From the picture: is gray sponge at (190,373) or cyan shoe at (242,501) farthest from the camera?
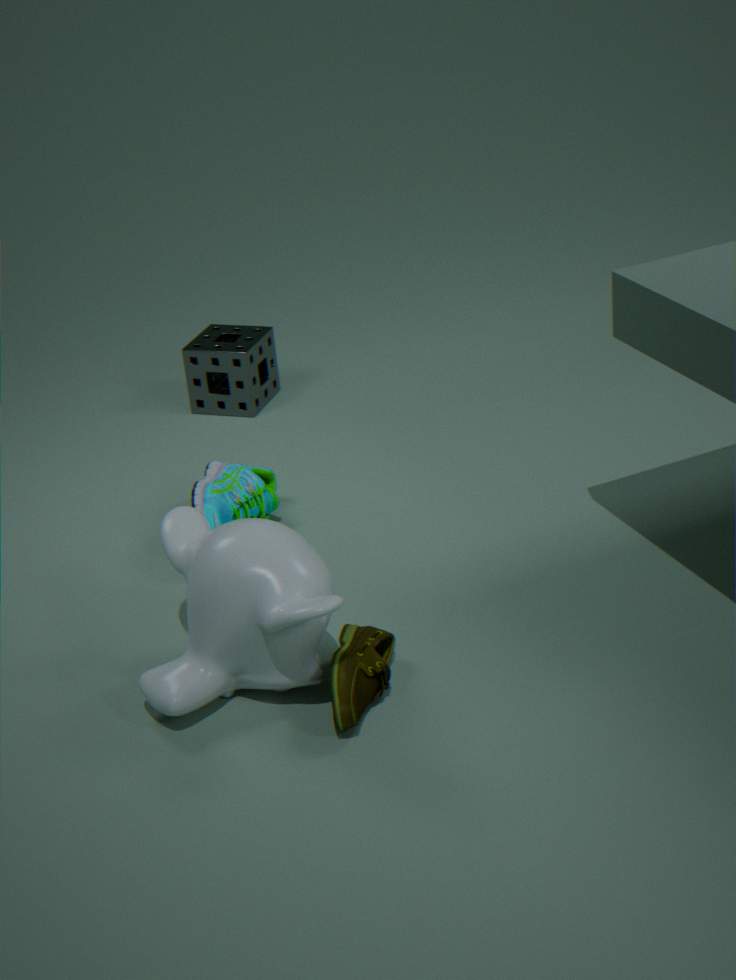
gray sponge at (190,373)
